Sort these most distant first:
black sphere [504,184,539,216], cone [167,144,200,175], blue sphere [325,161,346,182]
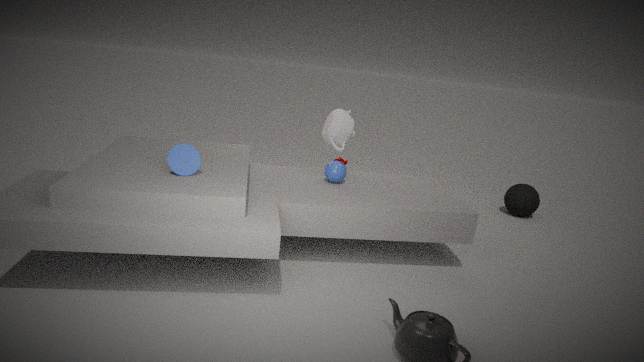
black sphere [504,184,539,216], blue sphere [325,161,346,182], cone [167,144,200,175]
